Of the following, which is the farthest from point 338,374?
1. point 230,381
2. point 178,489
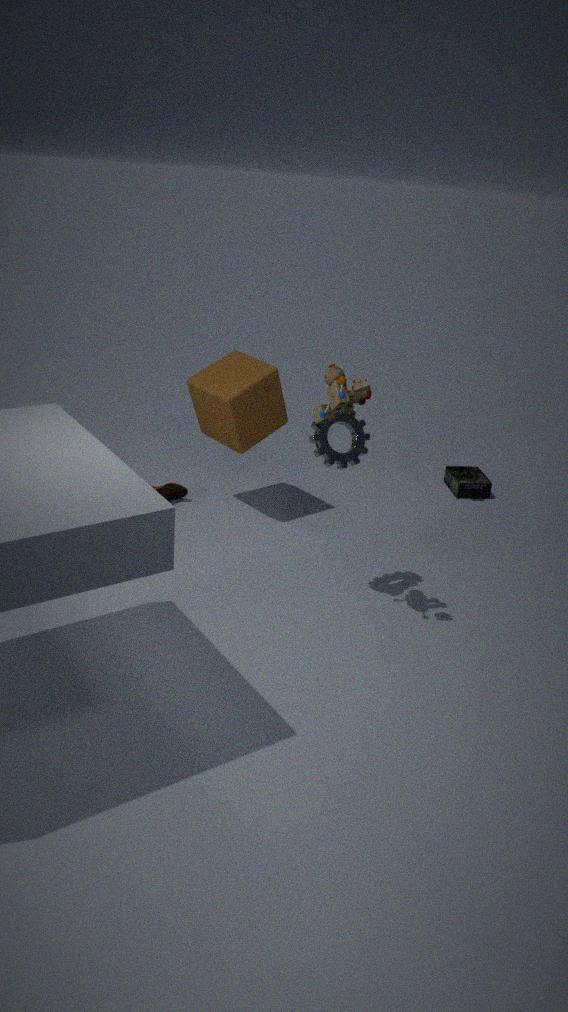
point 178,489
